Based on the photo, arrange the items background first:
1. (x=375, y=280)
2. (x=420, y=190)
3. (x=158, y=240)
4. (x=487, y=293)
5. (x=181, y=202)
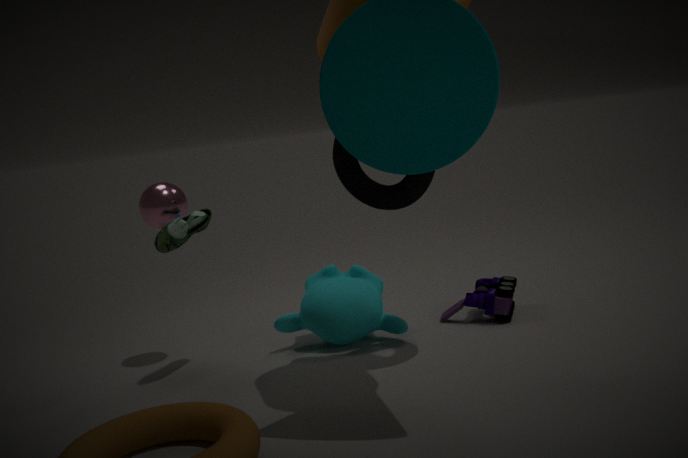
1. (x=375, y=280)
2. (x=487, y=293)
3. (x=181, y=202)
4. (x=158, y=240)
5. (x=420, y=190)
